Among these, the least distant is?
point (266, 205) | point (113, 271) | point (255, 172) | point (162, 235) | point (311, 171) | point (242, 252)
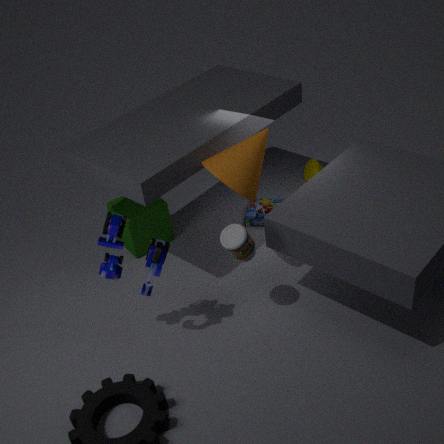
point (113, 271)
